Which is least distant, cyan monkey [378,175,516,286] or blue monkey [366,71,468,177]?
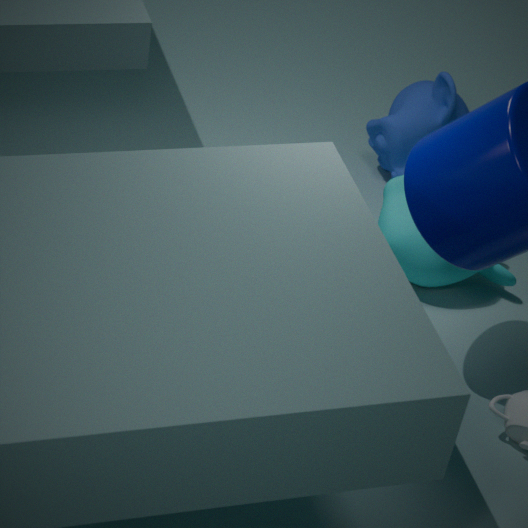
cyan monkey [378,175,516,286]
